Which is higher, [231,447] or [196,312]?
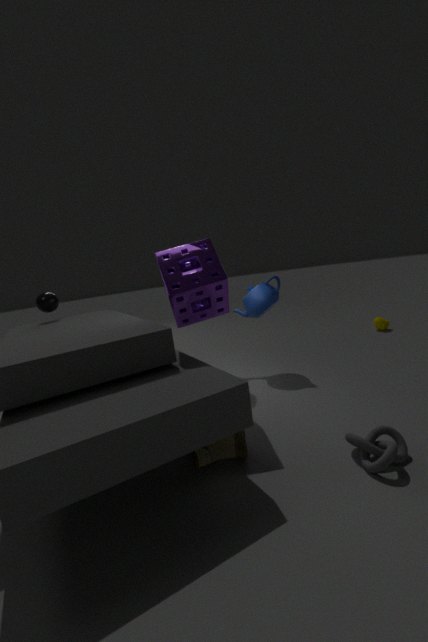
[196,312]
